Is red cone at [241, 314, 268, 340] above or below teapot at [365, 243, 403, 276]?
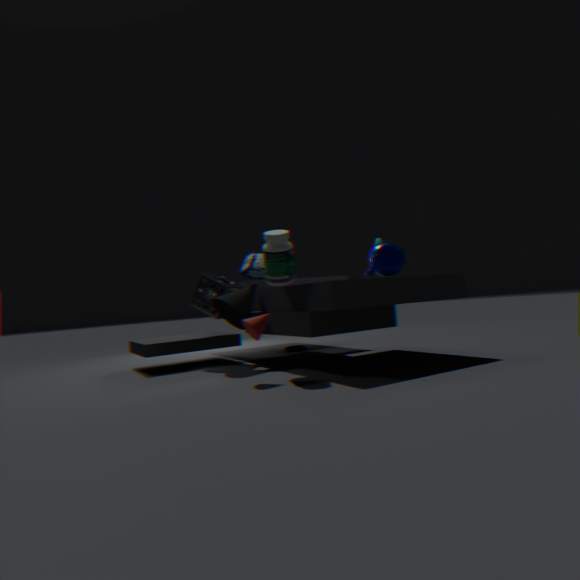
below
